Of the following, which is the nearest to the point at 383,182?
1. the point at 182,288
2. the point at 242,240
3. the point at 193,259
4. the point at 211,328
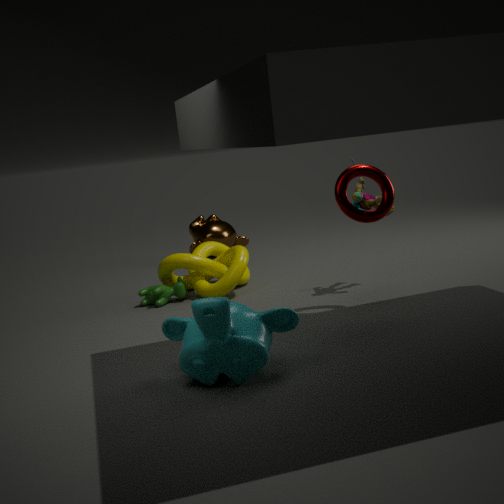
the point at 211,328
